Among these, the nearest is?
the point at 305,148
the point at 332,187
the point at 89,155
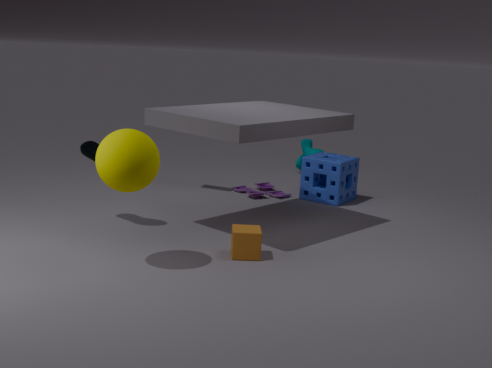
the point at 89,155
